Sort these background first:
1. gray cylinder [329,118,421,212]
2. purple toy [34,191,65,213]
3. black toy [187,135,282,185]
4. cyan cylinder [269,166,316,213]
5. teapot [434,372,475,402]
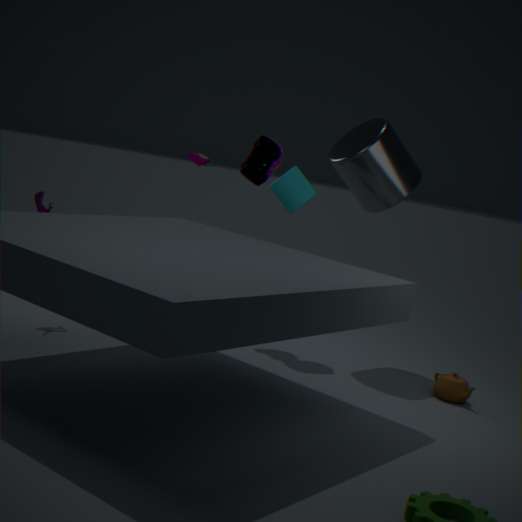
black toy [187,135,282,185] → cyan cylinder [269,166,316,213] → gray cylinder [329,118,421,212] → purple toy [34,191,65,213] → teapot [434,372,475,402]
